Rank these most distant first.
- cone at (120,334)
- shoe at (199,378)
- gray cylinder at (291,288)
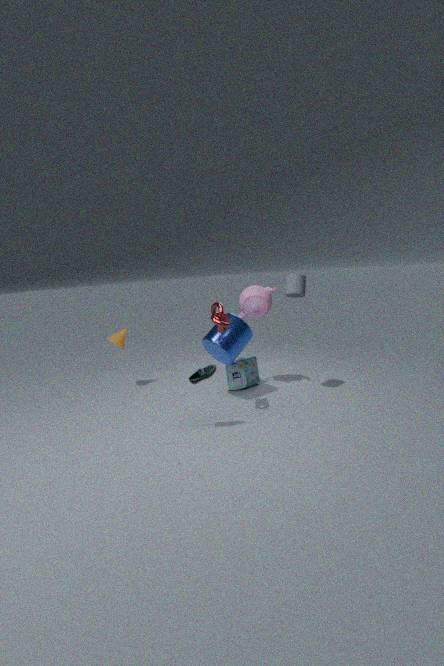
cone at (120,334)
gray cylinder at (291,288)
shoe at (199,378)
